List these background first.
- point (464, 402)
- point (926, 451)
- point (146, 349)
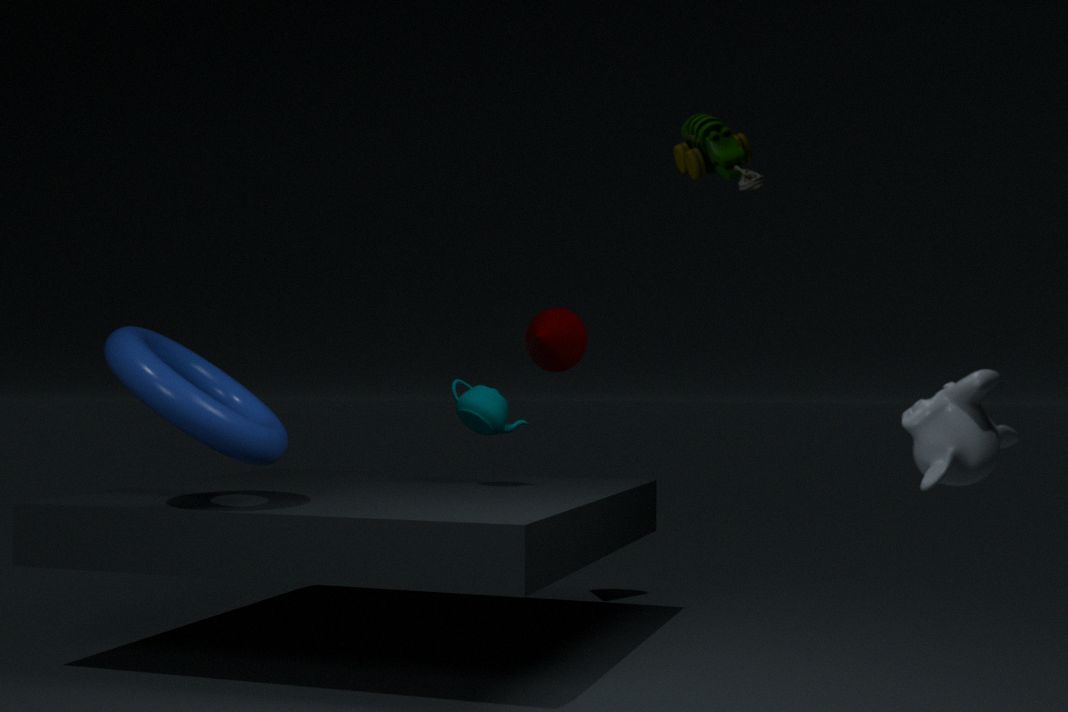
point (464, 402) < point (146, 349) < point (926, 451)
